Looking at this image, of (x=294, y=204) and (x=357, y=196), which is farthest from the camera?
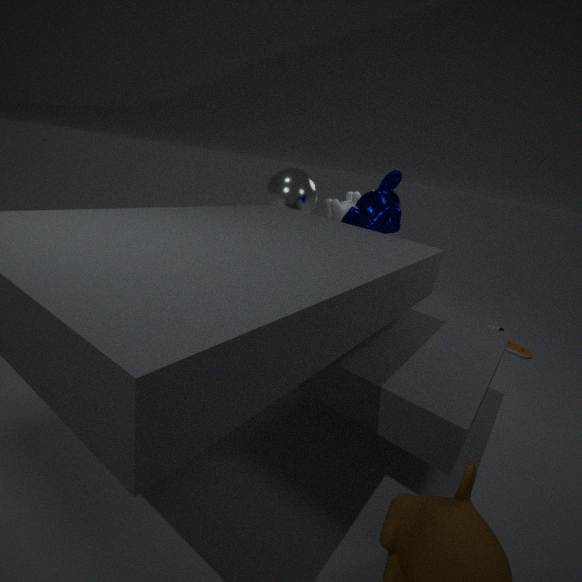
(x=357, y=196)
